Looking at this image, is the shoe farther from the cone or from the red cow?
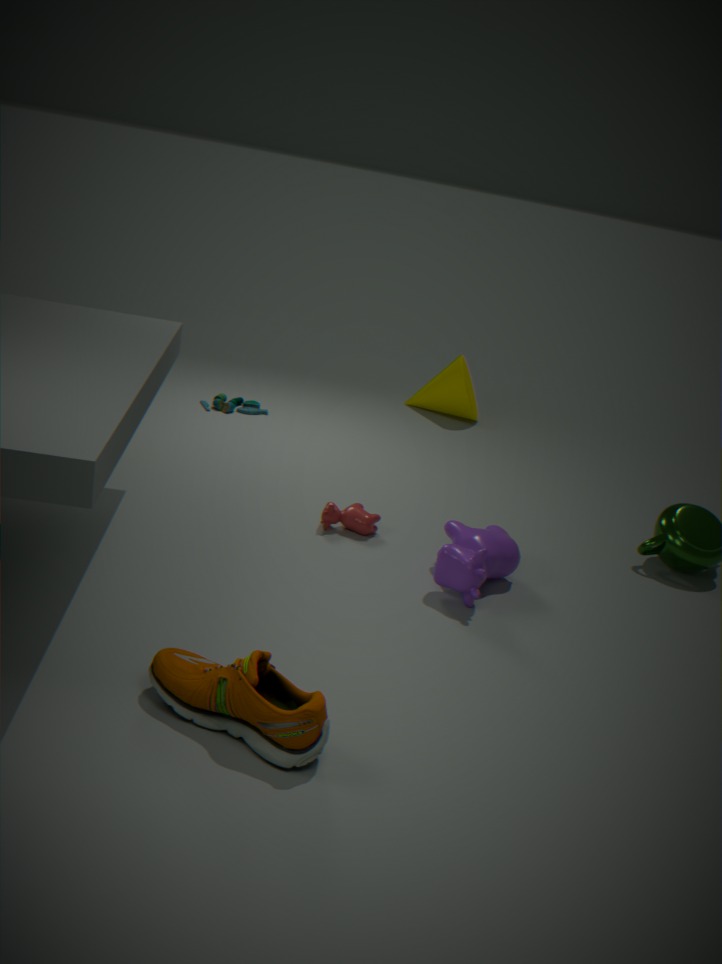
the cone
